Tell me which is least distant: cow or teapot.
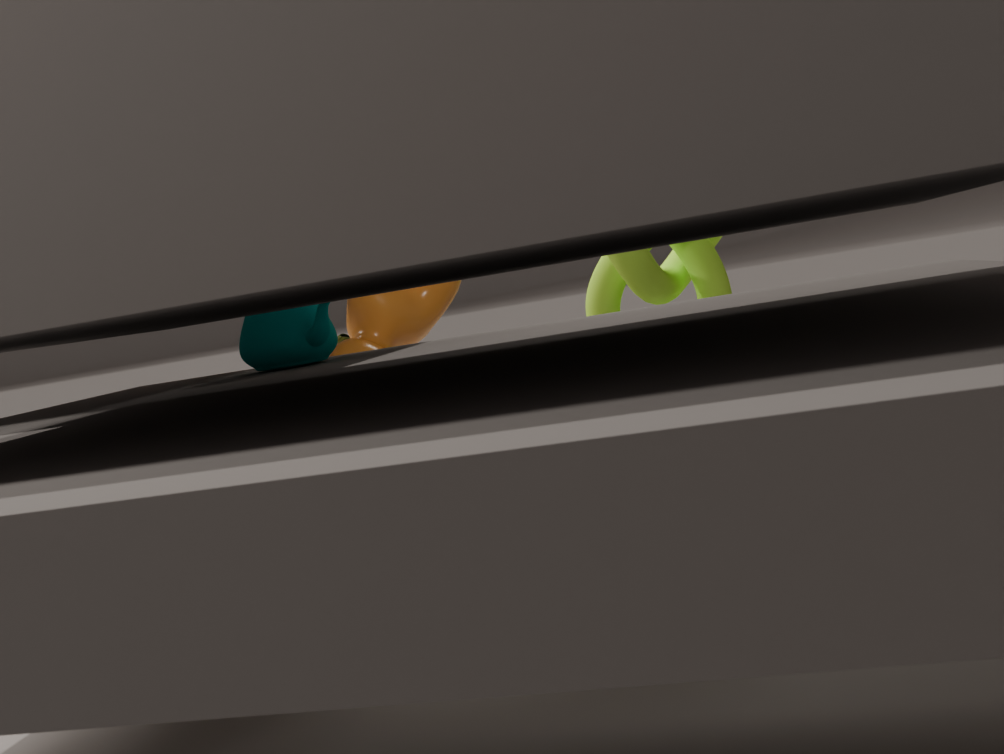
teapot
